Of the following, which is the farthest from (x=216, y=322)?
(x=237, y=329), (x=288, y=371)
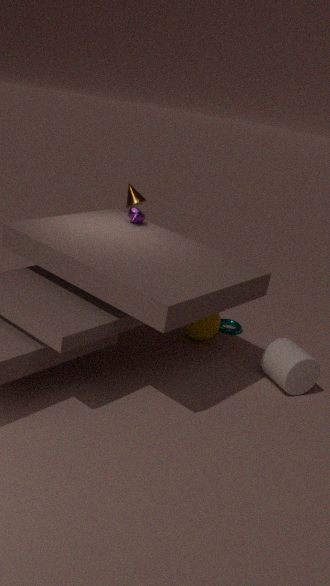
(x=288, y=371)
